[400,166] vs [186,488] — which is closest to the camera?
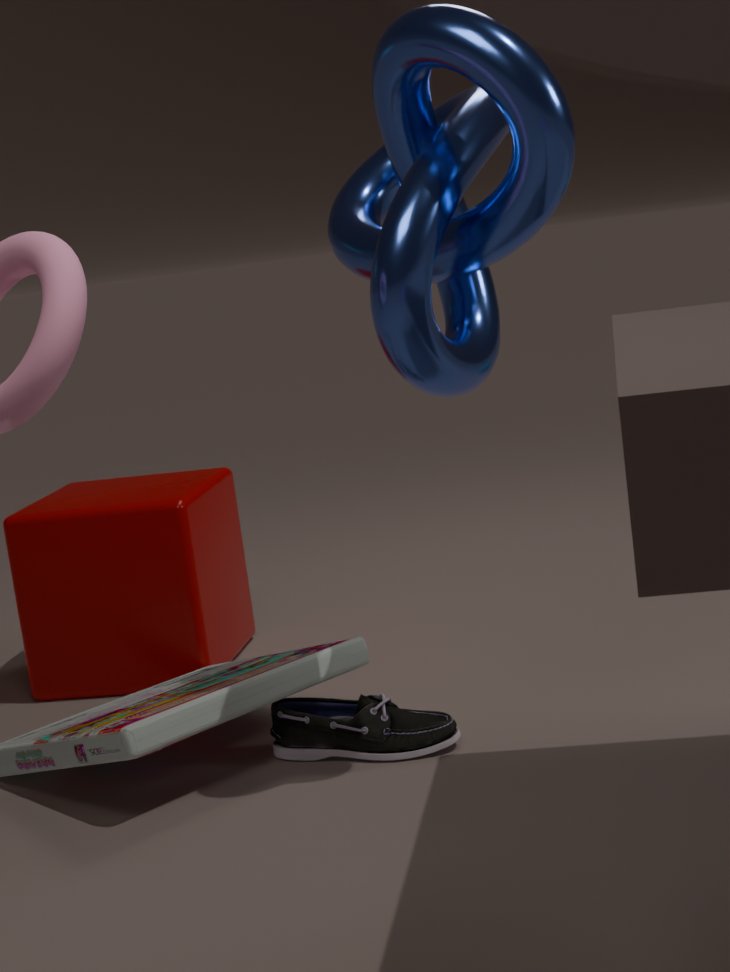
[400,166]
